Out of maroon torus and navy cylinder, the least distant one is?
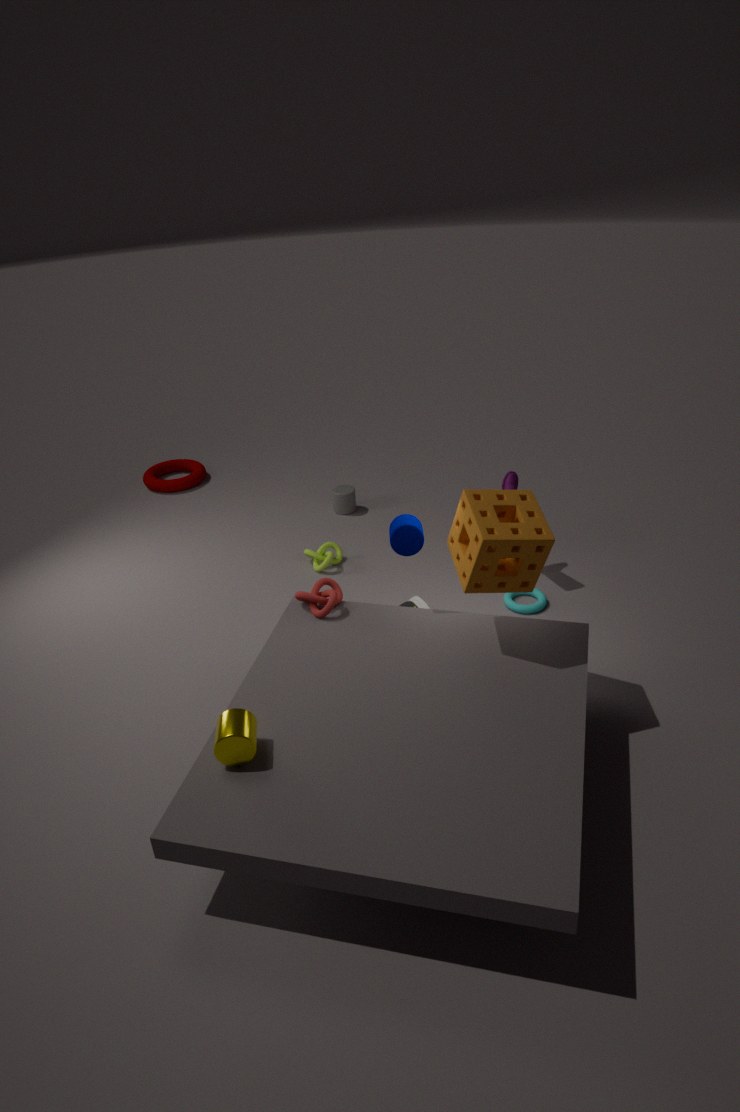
navy cylinder
